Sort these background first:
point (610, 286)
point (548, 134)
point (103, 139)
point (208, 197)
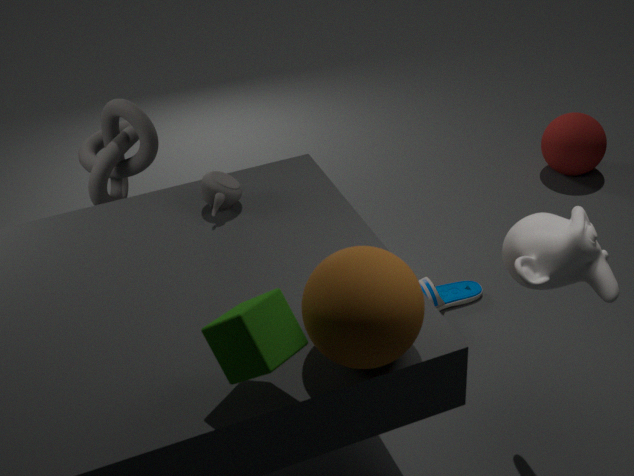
point (548, 134) → point (103, 139) → point (208, 197) → point (610, 286)
